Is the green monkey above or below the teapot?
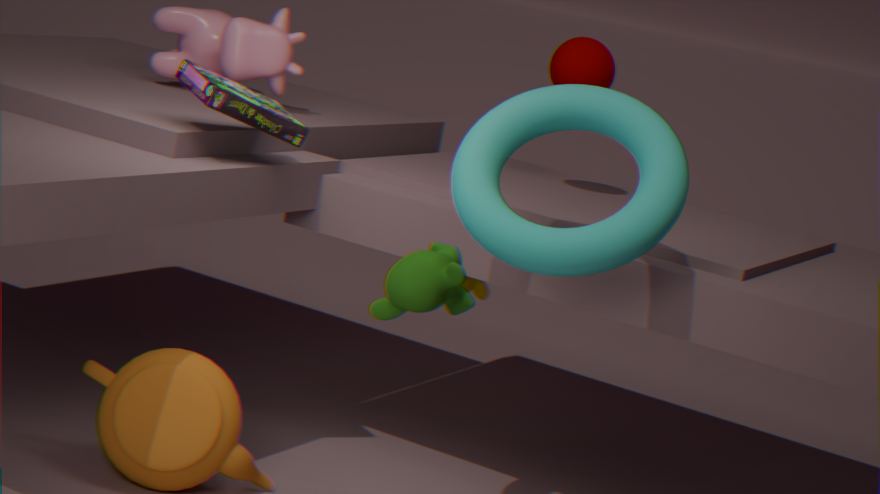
above
